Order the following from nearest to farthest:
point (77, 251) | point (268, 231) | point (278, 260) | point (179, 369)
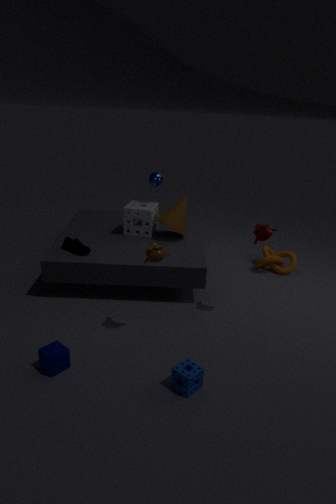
point (179, 369) → point (268, 231) → point (77, 251) → point (278, 260)
